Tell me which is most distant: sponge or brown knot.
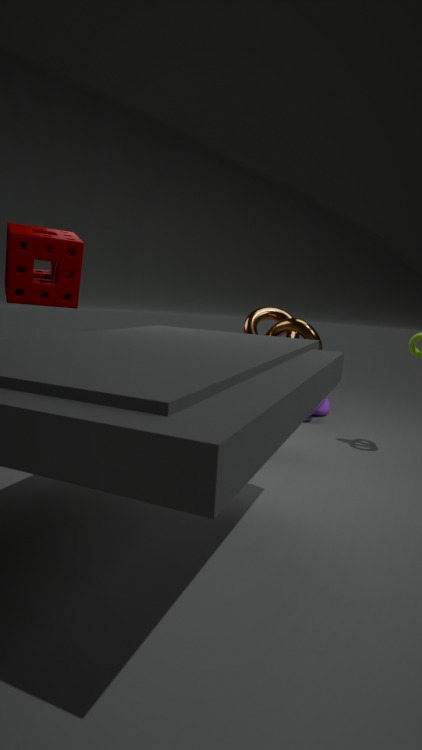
brown knot
